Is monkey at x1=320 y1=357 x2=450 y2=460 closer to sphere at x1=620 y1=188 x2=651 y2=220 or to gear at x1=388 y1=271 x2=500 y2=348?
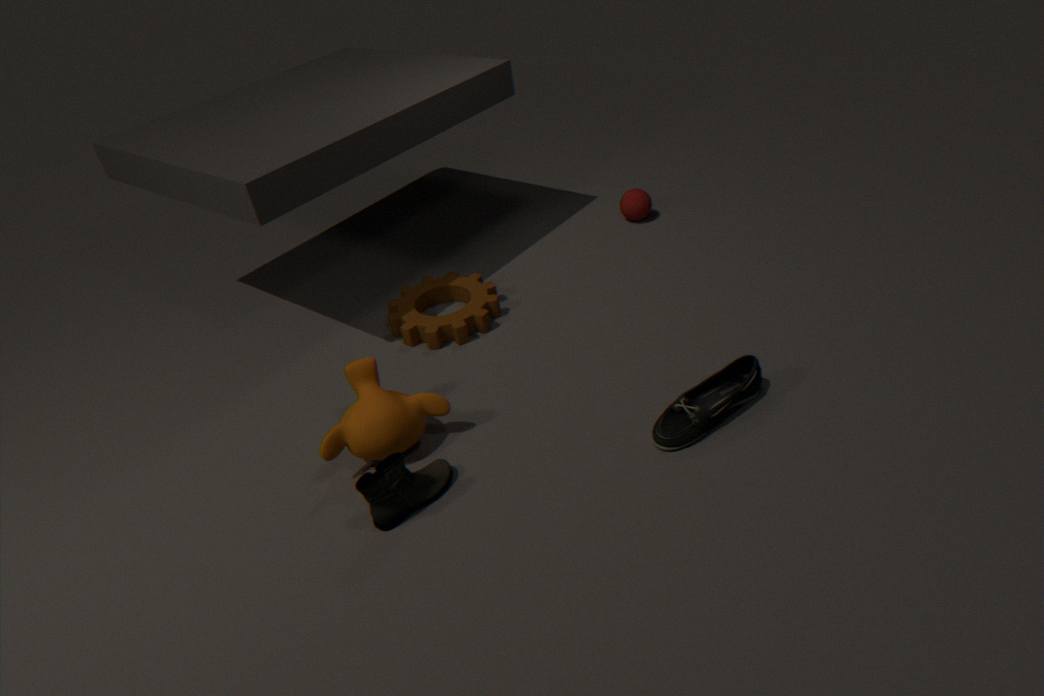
gear at x1=388 y1=271 x2=500 y2=348
